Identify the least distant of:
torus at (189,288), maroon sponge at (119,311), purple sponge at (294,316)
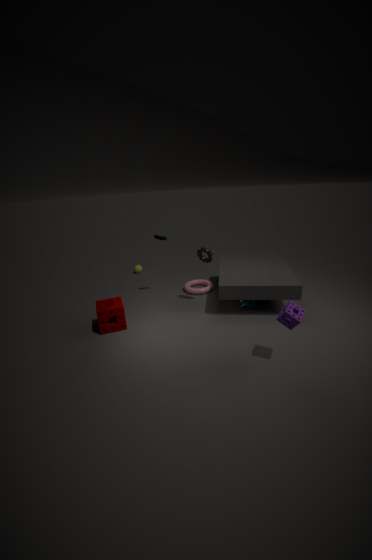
purple sponge at (294,316)
